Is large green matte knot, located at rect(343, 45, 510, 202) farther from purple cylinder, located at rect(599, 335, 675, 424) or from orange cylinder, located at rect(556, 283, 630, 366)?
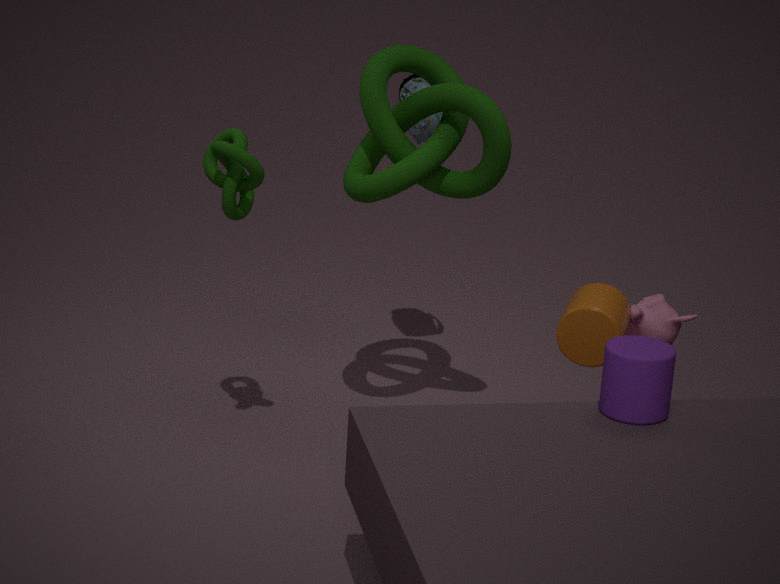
purple cylinder, located at rect(599, 335, 675, 424)
